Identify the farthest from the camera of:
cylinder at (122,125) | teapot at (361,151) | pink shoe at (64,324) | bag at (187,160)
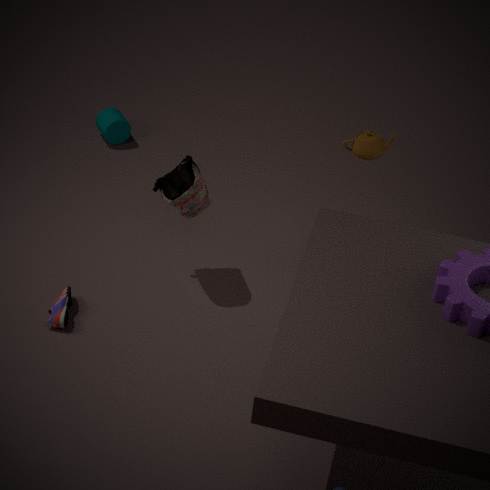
cylinder at (122,125)
